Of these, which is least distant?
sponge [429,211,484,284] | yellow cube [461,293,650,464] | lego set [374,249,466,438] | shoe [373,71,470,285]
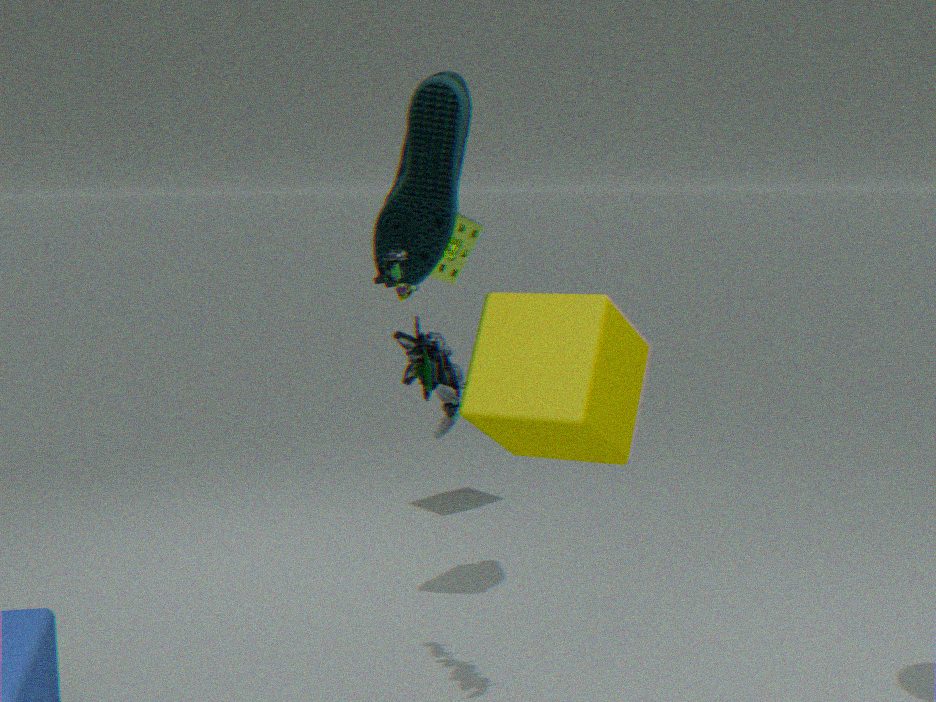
yellow cube [461,293,650,464]
